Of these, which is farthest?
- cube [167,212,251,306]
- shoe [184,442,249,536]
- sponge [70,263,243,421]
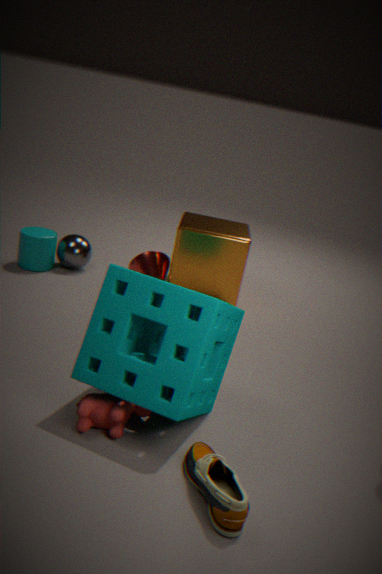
cube [167,212,251,306]
